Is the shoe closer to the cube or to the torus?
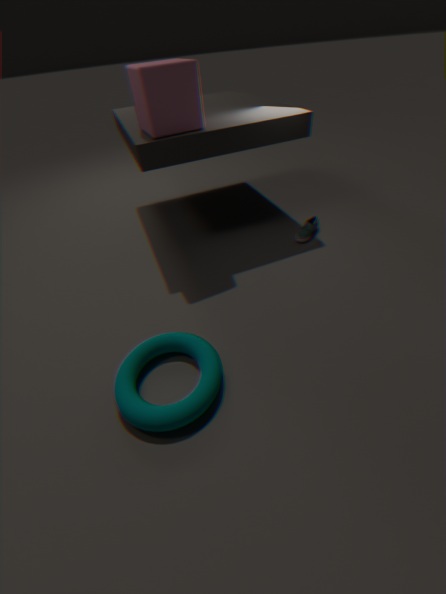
the cube
